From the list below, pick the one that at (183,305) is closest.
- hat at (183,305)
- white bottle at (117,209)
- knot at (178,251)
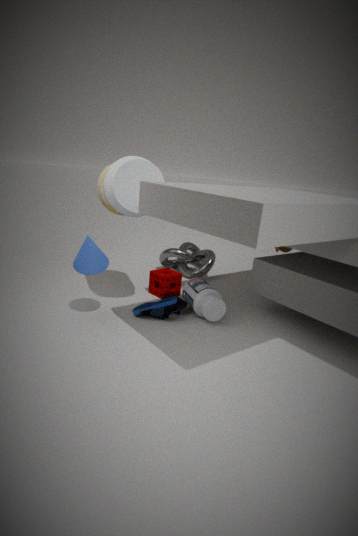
white bottle at (117,209)
